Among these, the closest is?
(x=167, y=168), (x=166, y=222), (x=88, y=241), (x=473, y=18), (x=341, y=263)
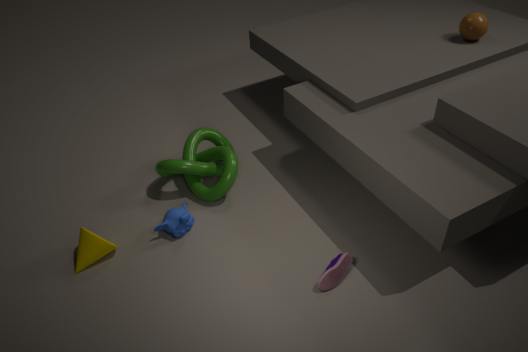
(x=341, y=263)
